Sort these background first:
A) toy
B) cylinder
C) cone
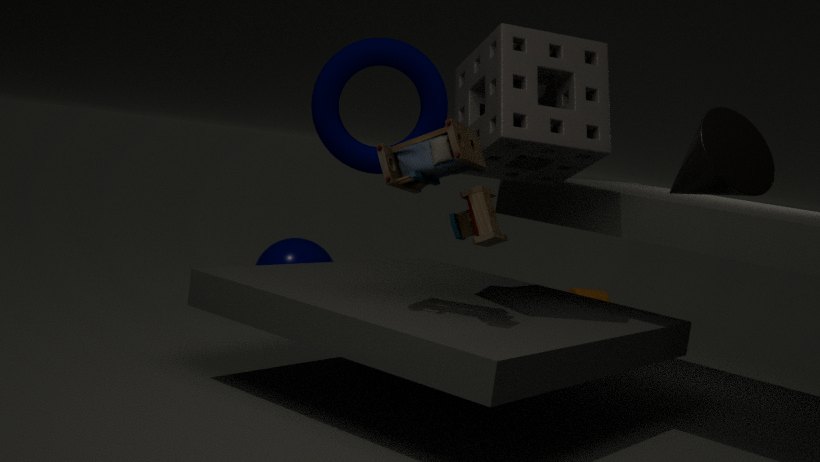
1. cylinder
2. toy
3. cone
